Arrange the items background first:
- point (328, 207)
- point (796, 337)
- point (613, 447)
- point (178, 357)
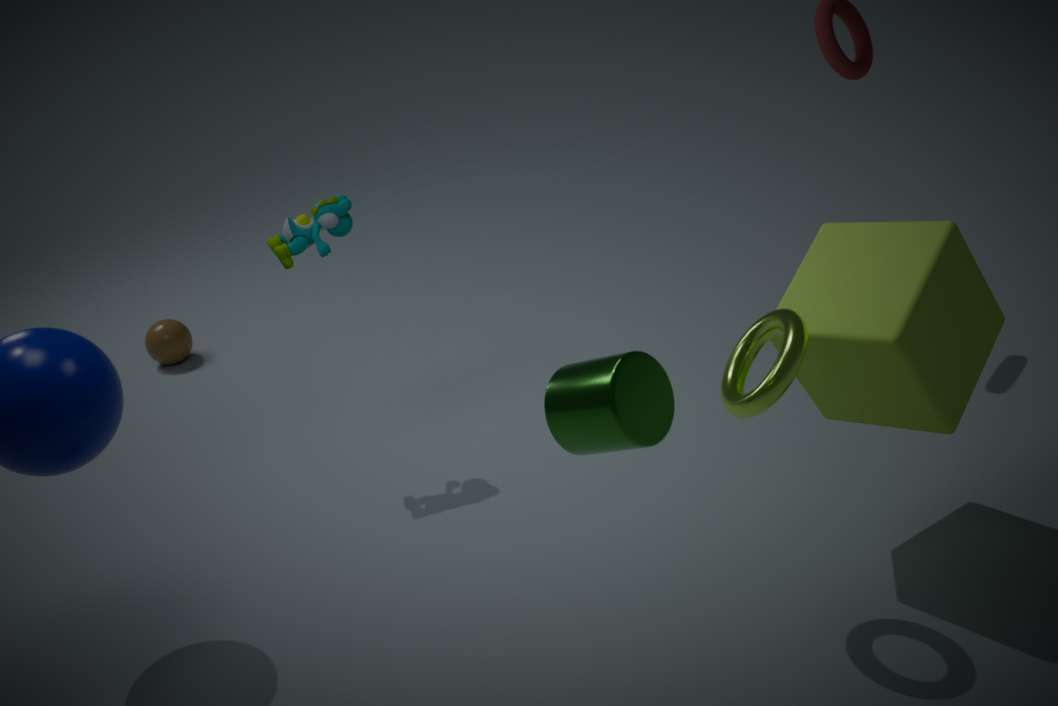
point (178, 357)
point (328, 207)
point (796, 337)
point (613, 447)
